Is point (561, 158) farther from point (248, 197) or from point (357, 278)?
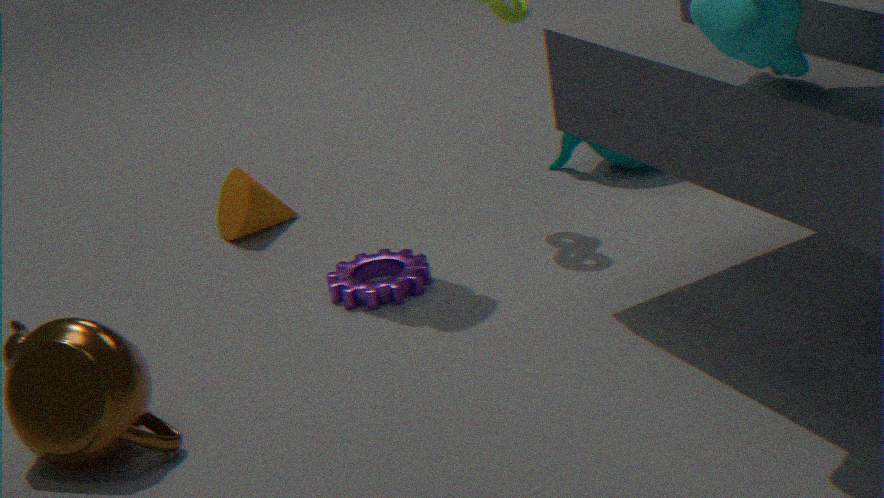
point (248, 197)
